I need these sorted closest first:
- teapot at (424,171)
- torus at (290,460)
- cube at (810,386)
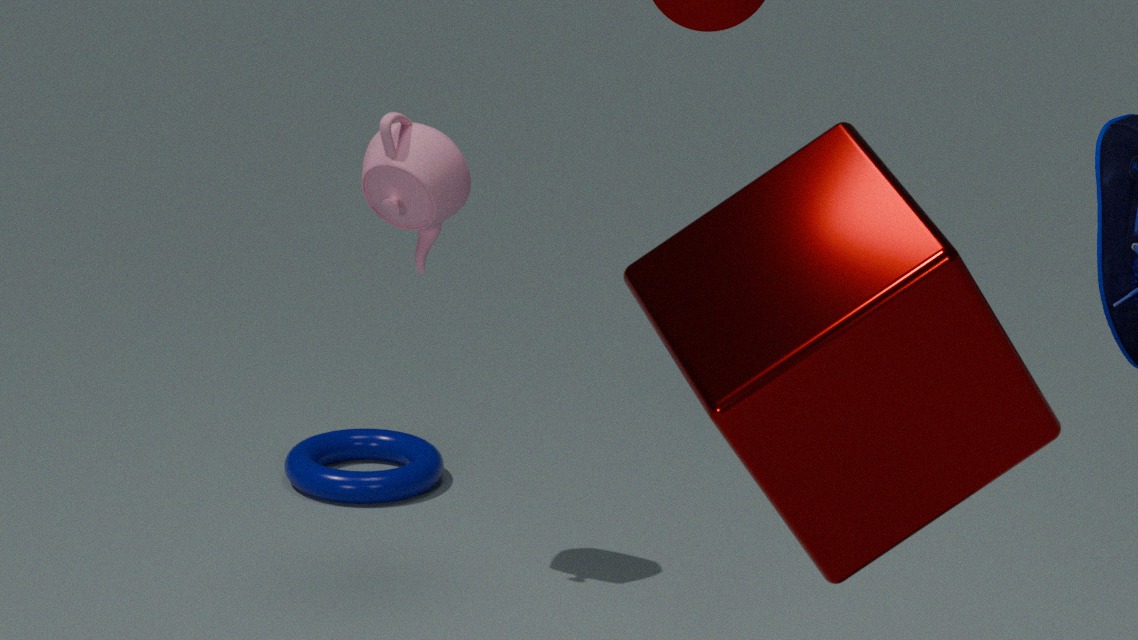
1. cube at (810,386)
2. teapot at (424,171)
3. torus at (290,460)
